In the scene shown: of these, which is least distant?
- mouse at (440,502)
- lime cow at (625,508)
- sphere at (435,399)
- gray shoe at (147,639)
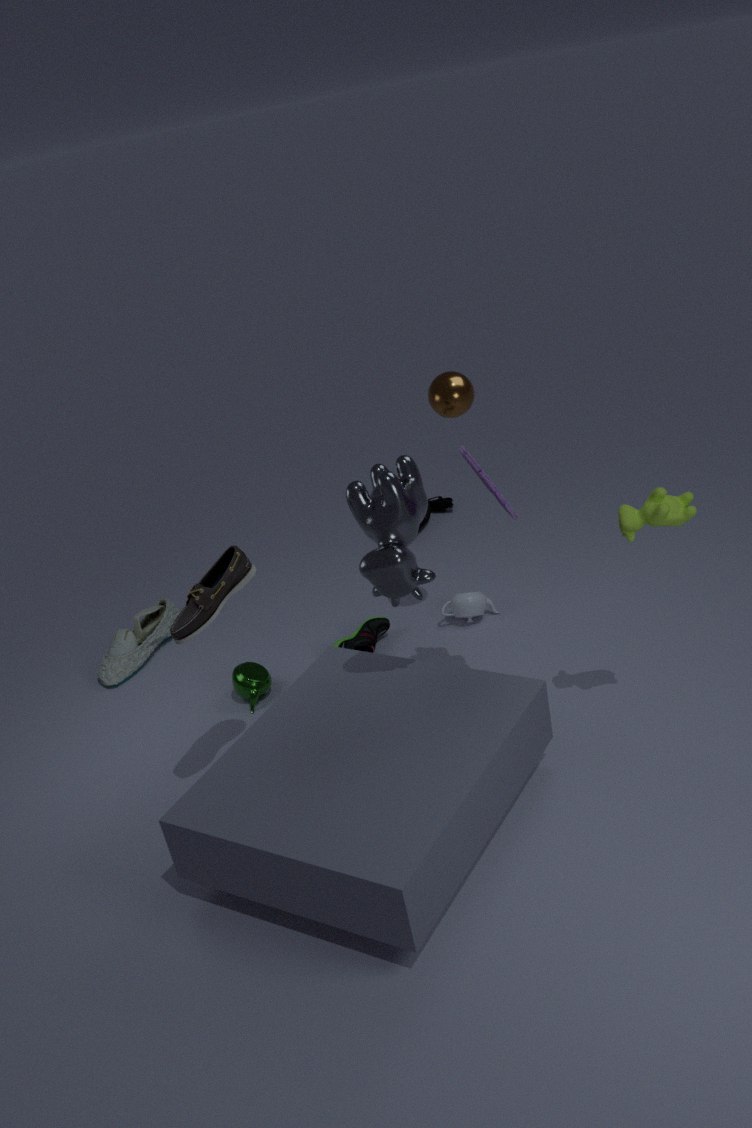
lime cow at (625,508)
